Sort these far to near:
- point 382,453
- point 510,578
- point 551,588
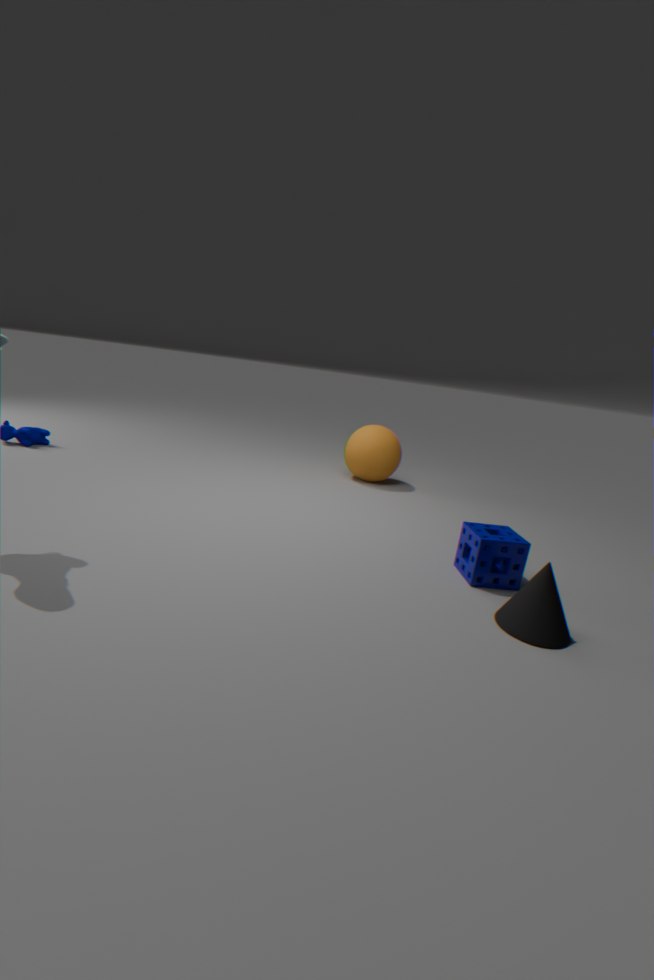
1. point 382,453
2. point 510,578
3. point 551,588
